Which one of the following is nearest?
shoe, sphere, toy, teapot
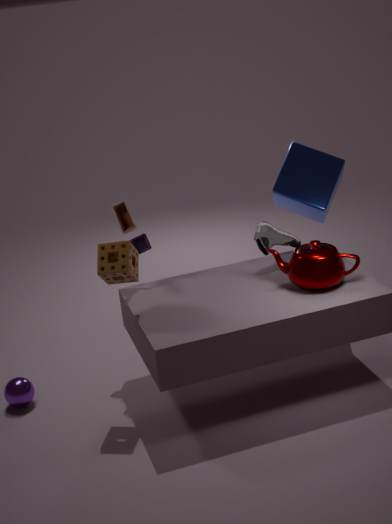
teapot
